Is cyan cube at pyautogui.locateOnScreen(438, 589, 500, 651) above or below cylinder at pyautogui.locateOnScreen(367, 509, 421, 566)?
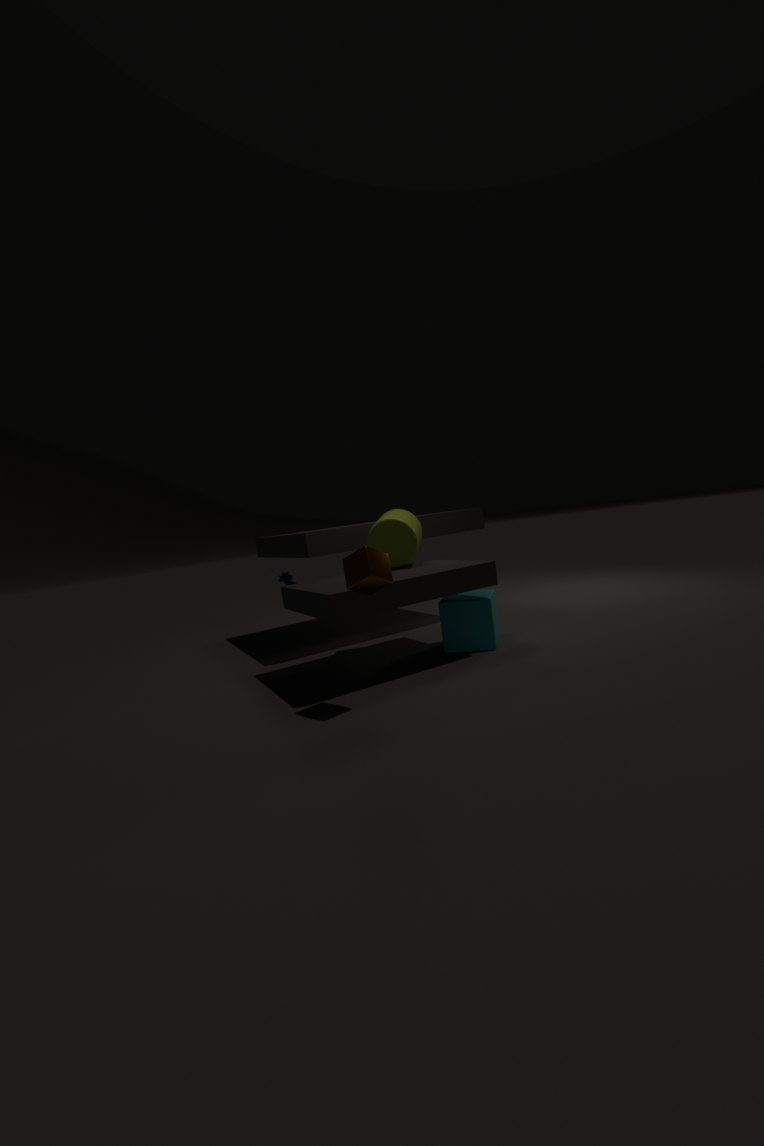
below
